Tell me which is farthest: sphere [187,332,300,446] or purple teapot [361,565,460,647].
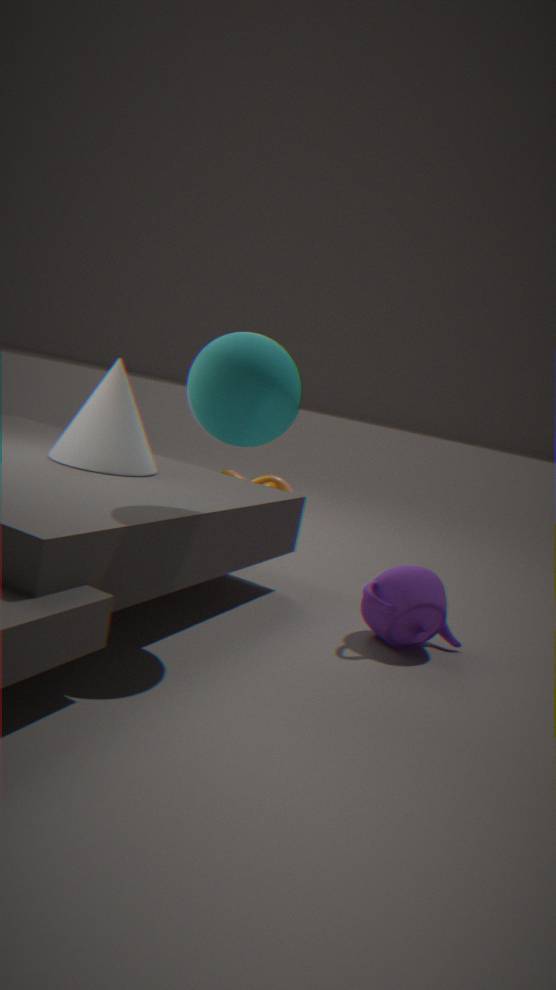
purple teapot [361,565,460,647]
